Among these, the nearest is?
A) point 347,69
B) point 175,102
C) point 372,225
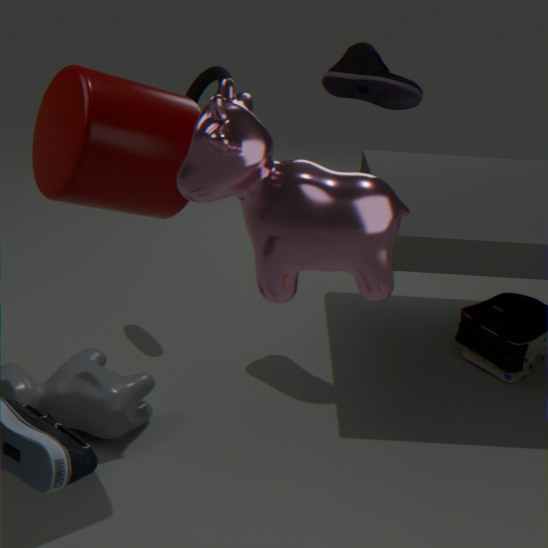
C. point 372,225
